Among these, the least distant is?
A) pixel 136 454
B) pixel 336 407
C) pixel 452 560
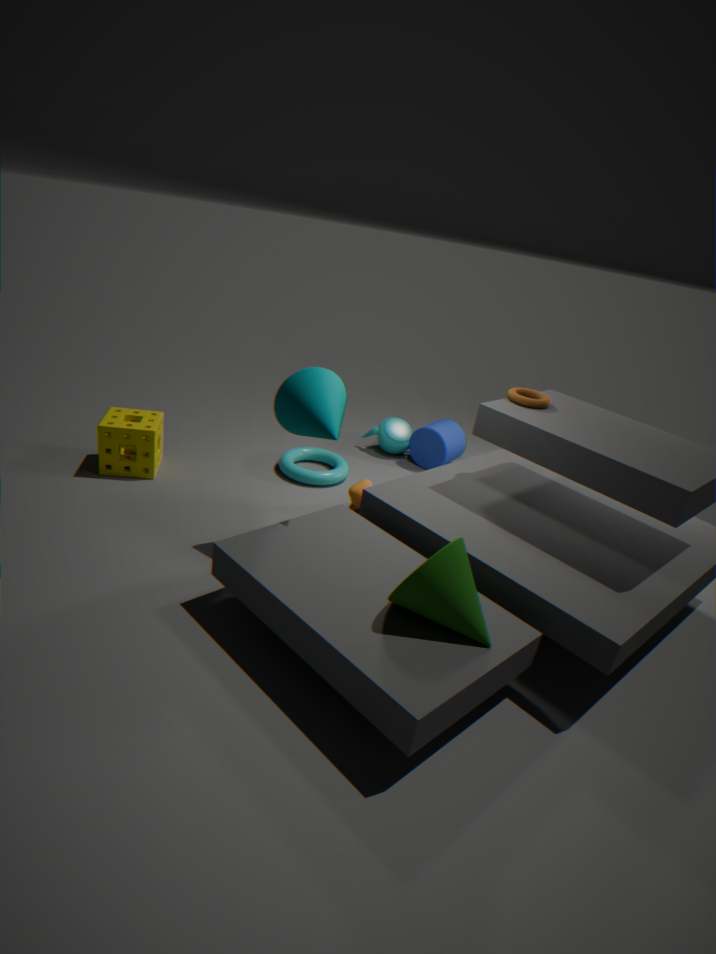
pixel 452 560
